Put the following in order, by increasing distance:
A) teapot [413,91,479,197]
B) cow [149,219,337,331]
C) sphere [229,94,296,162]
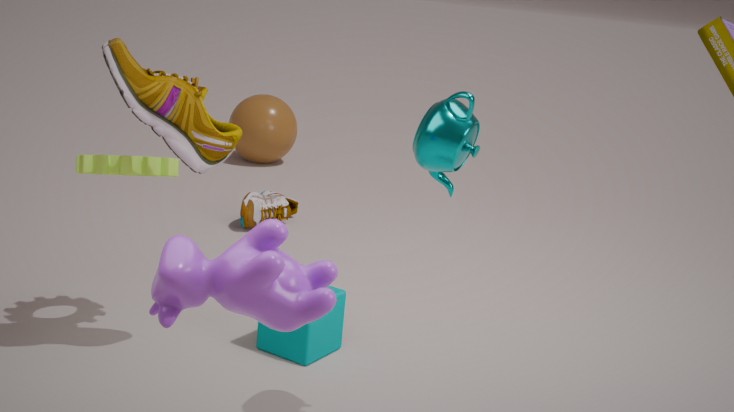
cow [149,219,337,331]
teapot [413,91,479,197]
sphere [229,94,296,162]
